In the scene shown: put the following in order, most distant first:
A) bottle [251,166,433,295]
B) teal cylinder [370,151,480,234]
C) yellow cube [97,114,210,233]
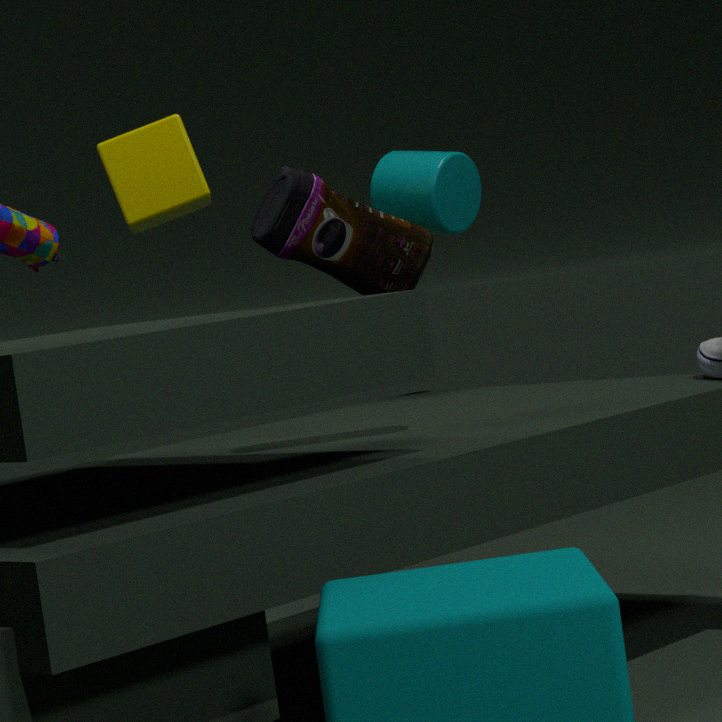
teal cylinder [370,151,480,234] < yellow cube [97,114,210,233] < bottle [251,166,433,295]
